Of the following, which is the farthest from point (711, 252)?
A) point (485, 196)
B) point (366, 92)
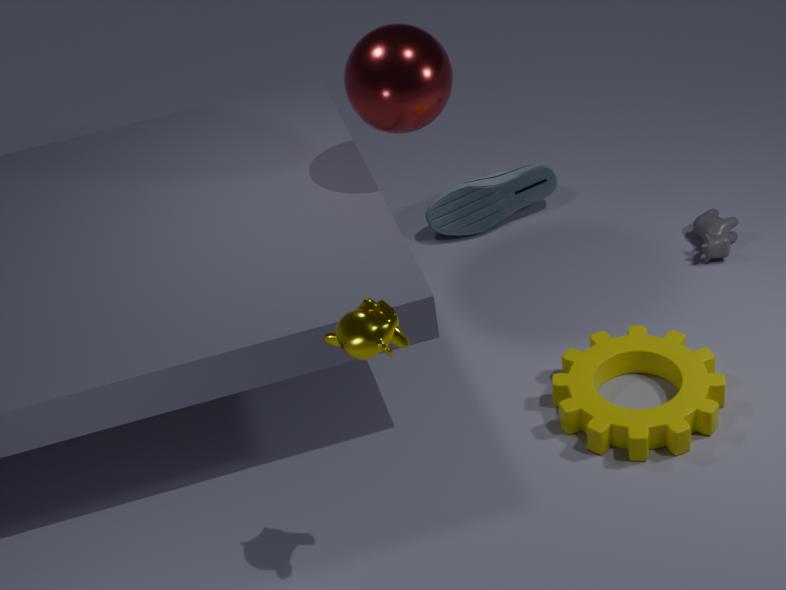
point (366, 92)
